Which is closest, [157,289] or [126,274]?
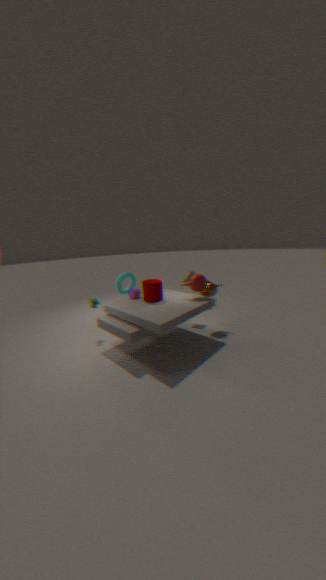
[157,289]
